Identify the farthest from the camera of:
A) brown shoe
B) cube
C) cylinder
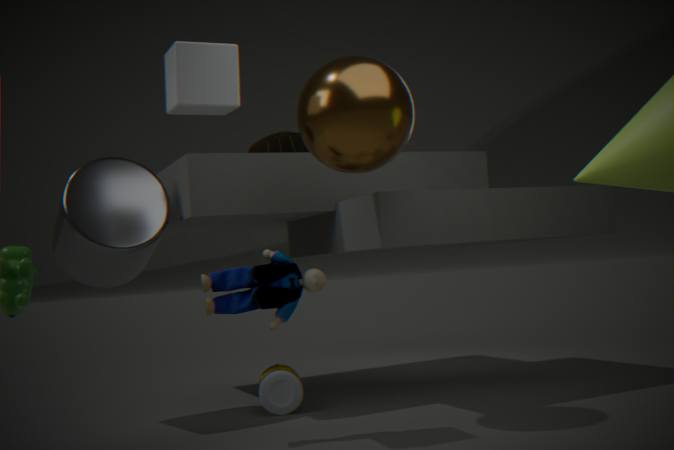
brown shoe
